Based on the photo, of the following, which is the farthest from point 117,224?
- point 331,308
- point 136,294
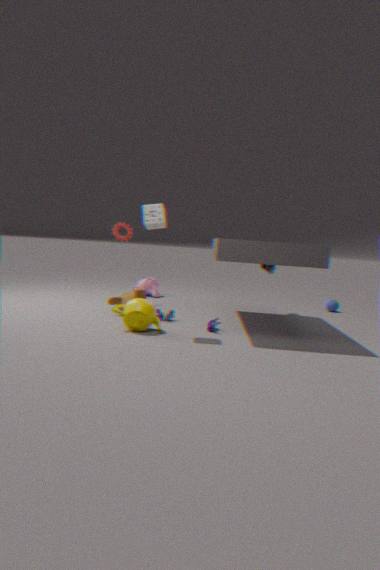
point 331,308
